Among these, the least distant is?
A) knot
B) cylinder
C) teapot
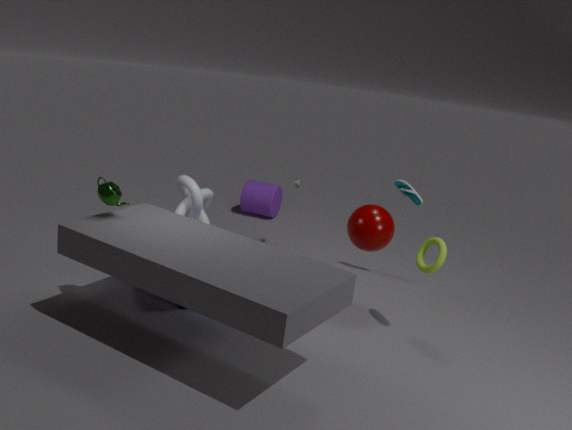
teapot
